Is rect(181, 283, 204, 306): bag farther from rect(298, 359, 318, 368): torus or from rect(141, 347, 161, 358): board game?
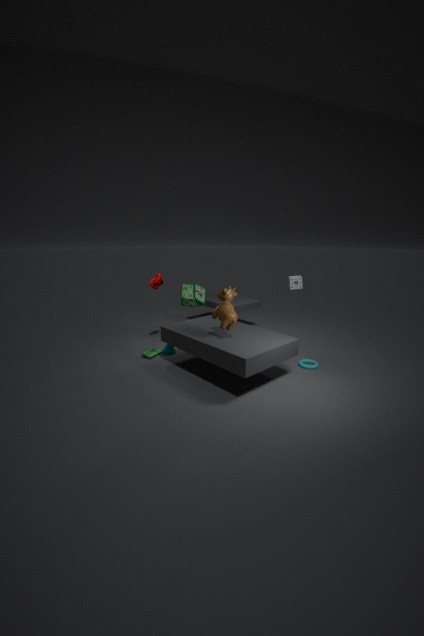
rect(298, 359, 318, 368): torus
